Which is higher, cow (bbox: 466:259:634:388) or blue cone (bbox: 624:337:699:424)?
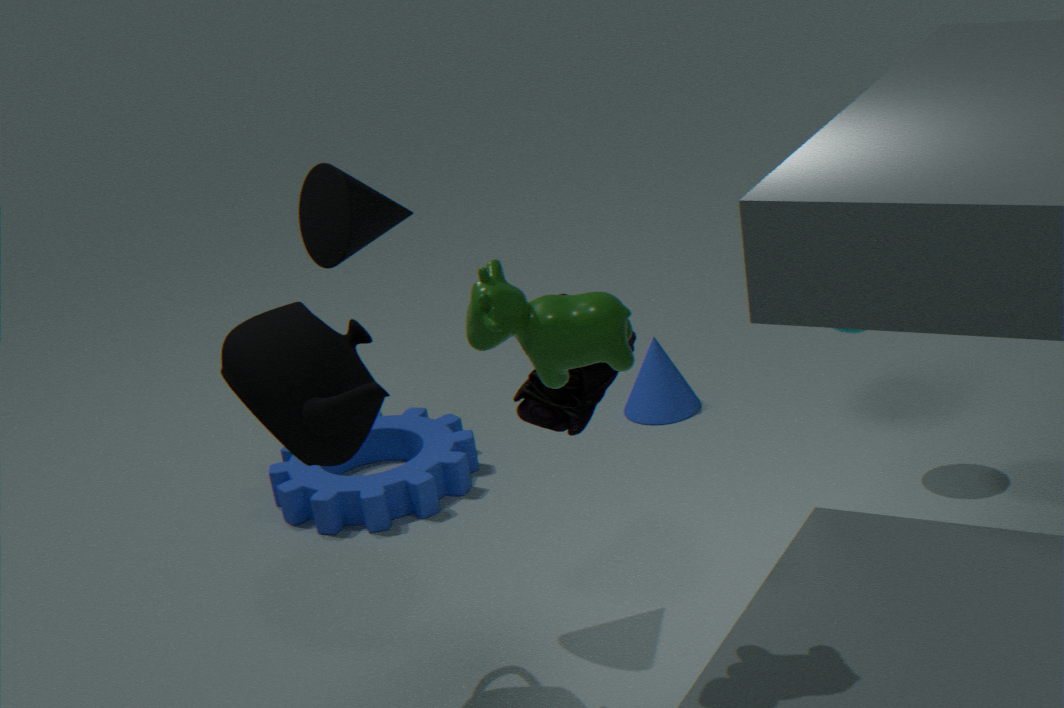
cow (bbox: 466:259:634:388)
